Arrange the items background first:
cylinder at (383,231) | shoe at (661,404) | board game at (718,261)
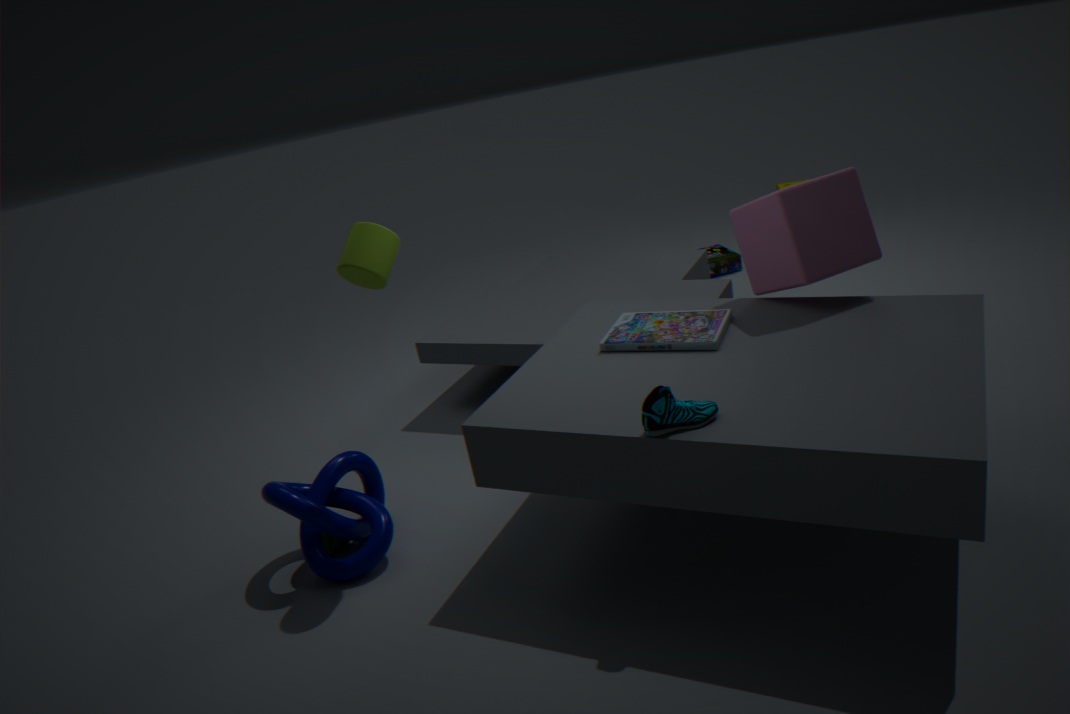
1. board game at (718,261)
2. cylinder at (383,231)
3. shoe at (661,404)
